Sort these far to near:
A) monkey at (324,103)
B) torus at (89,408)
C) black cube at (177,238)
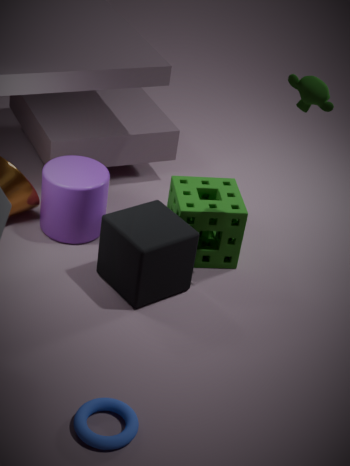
black cube at (177,238)
monkey at (324,103)
torus at (89,408)
